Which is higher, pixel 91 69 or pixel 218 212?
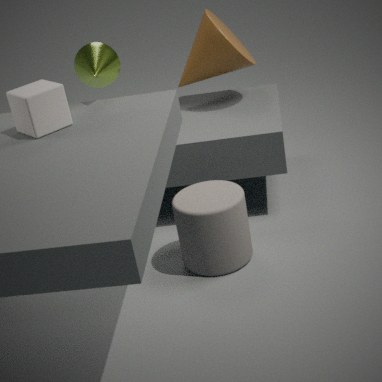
pixel 91 69
